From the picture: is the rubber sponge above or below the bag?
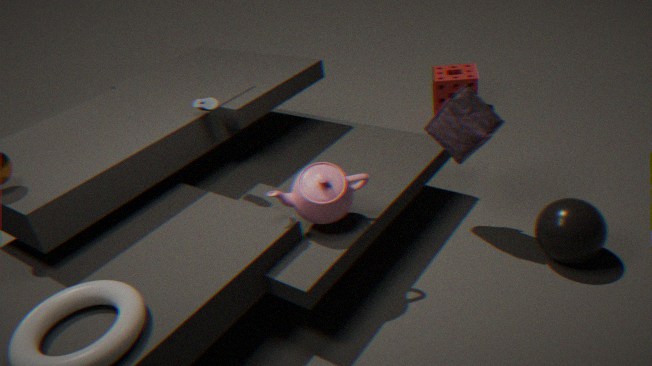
below
